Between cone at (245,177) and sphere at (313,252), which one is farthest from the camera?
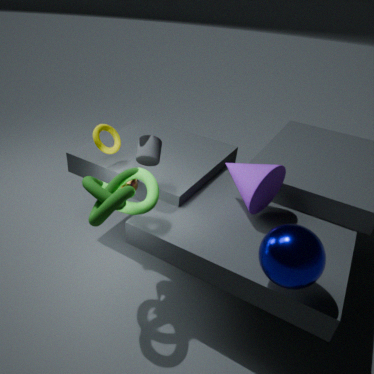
cone at (245,177)
